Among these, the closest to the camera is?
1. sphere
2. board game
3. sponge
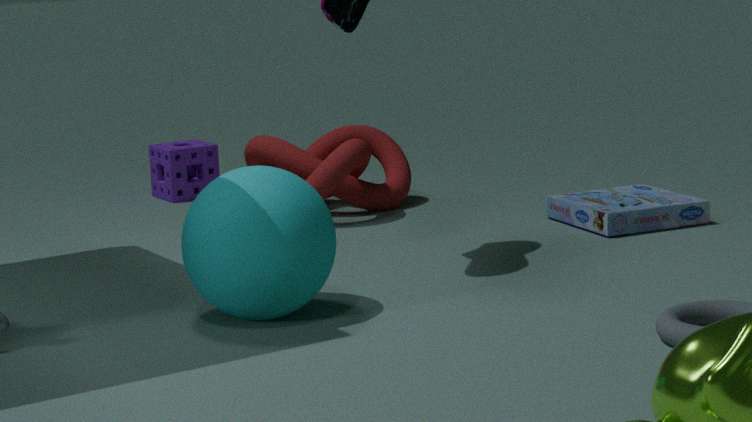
sphere
